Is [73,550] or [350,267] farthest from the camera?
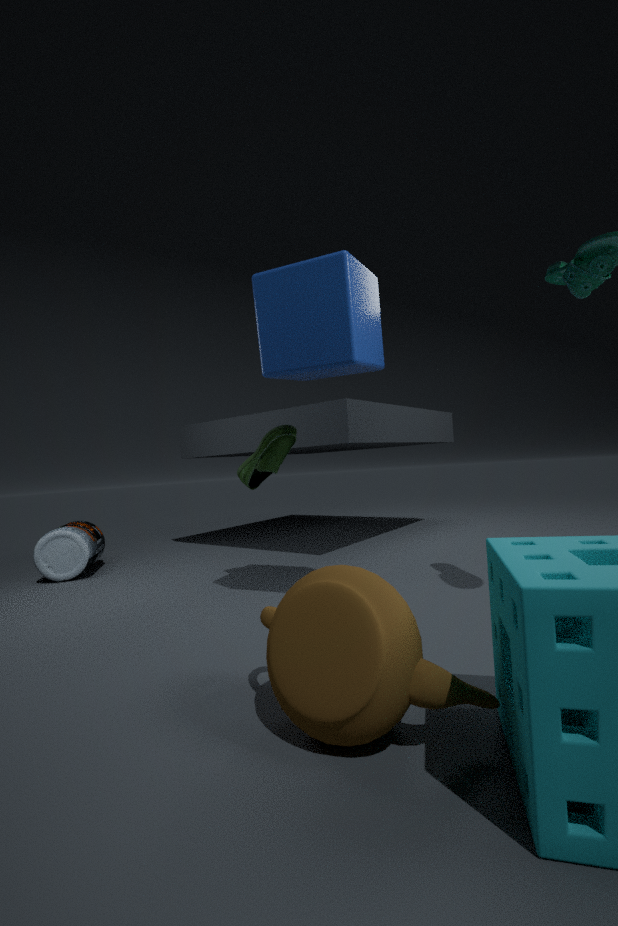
[73,550]
